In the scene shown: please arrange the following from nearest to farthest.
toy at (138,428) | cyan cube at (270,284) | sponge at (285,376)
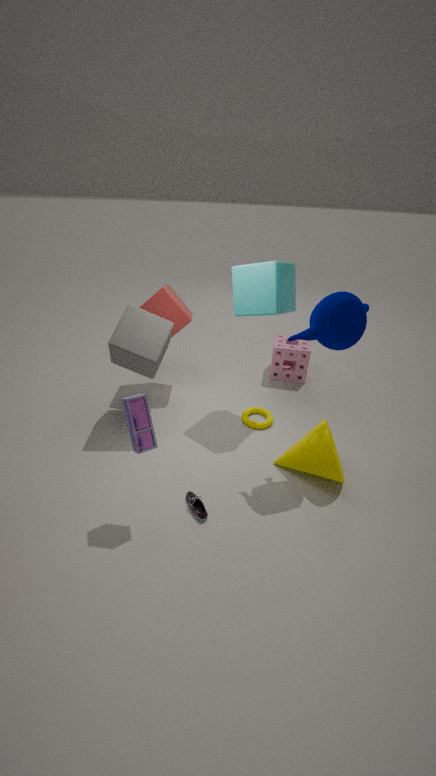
toy at (138,428)
cyan cube at (270,284)
sponge at (285,376)
